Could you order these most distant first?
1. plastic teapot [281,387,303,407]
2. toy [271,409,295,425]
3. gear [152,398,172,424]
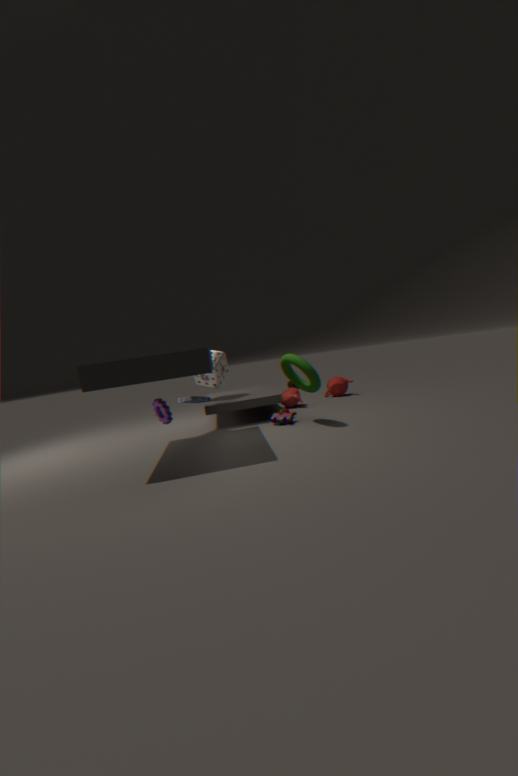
plastic teapot [281,387,303,407] → toy [271,409,295,425] → gear [152,398,172,424]
